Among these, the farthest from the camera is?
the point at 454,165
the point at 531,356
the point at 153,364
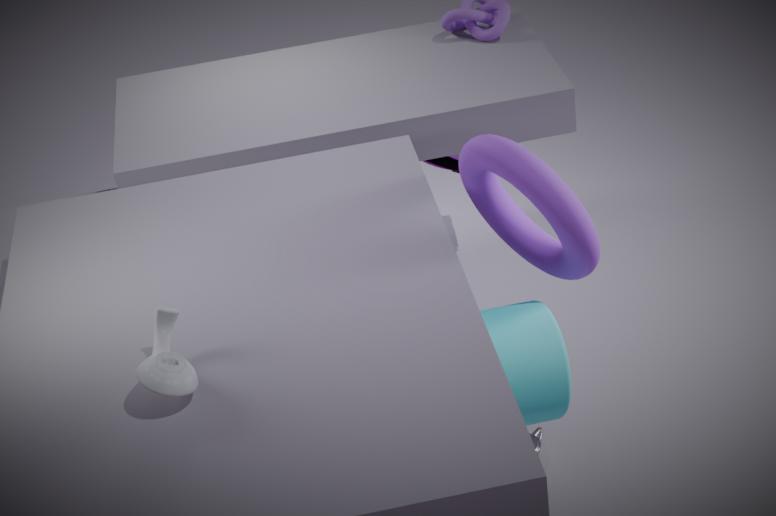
the point at 454,165
